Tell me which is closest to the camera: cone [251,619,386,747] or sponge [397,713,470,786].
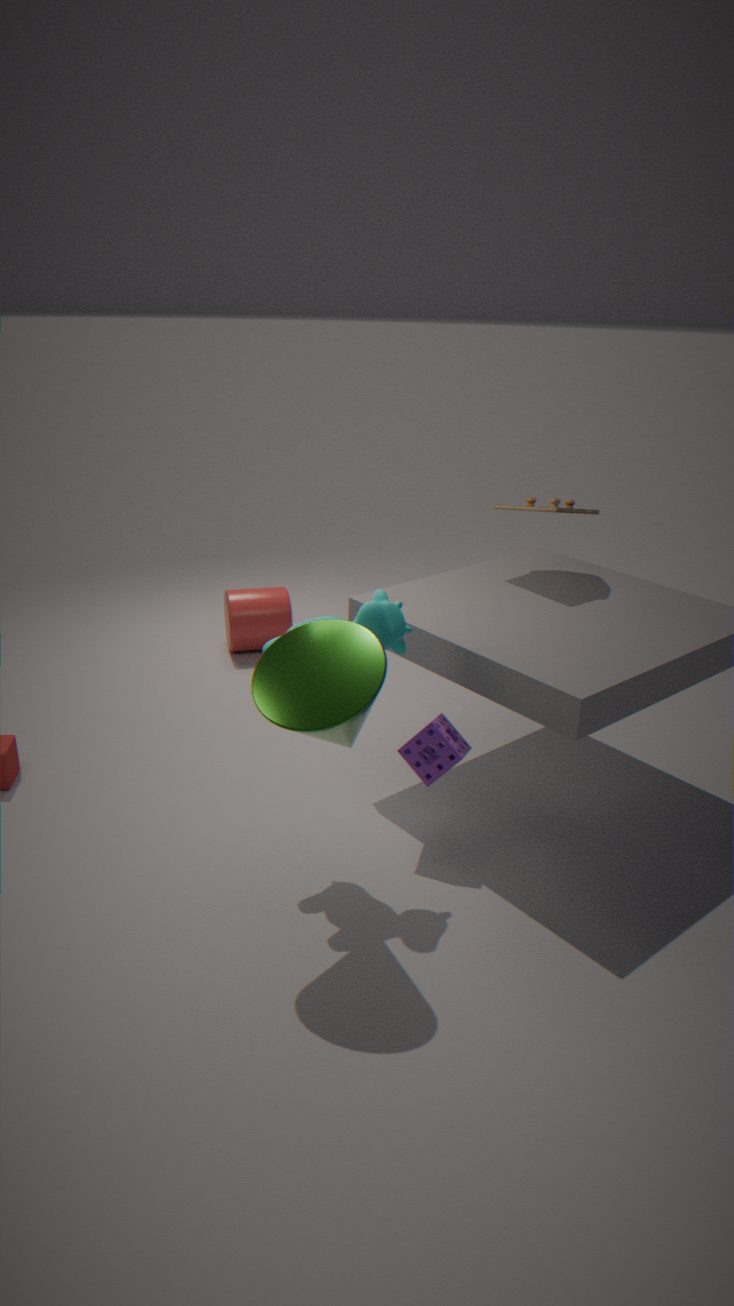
cone [251,619,386,747]
